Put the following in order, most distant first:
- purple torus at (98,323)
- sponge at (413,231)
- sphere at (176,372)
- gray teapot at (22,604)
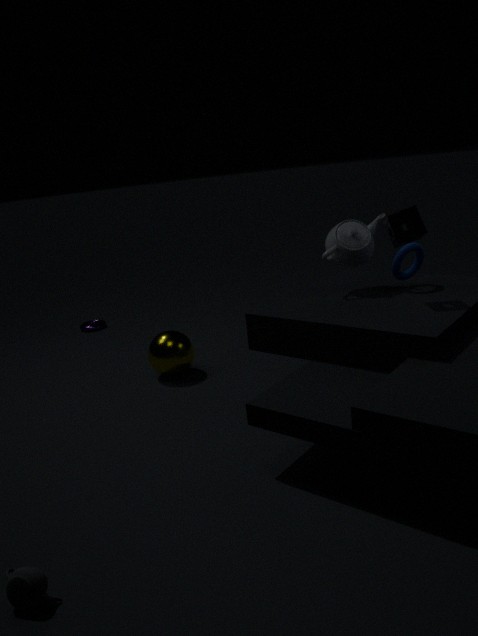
1. purple torus at (98,323)
2. sphere at (176,372)
3. sponge at (413,231)
4. gray teapot at (22,604)
